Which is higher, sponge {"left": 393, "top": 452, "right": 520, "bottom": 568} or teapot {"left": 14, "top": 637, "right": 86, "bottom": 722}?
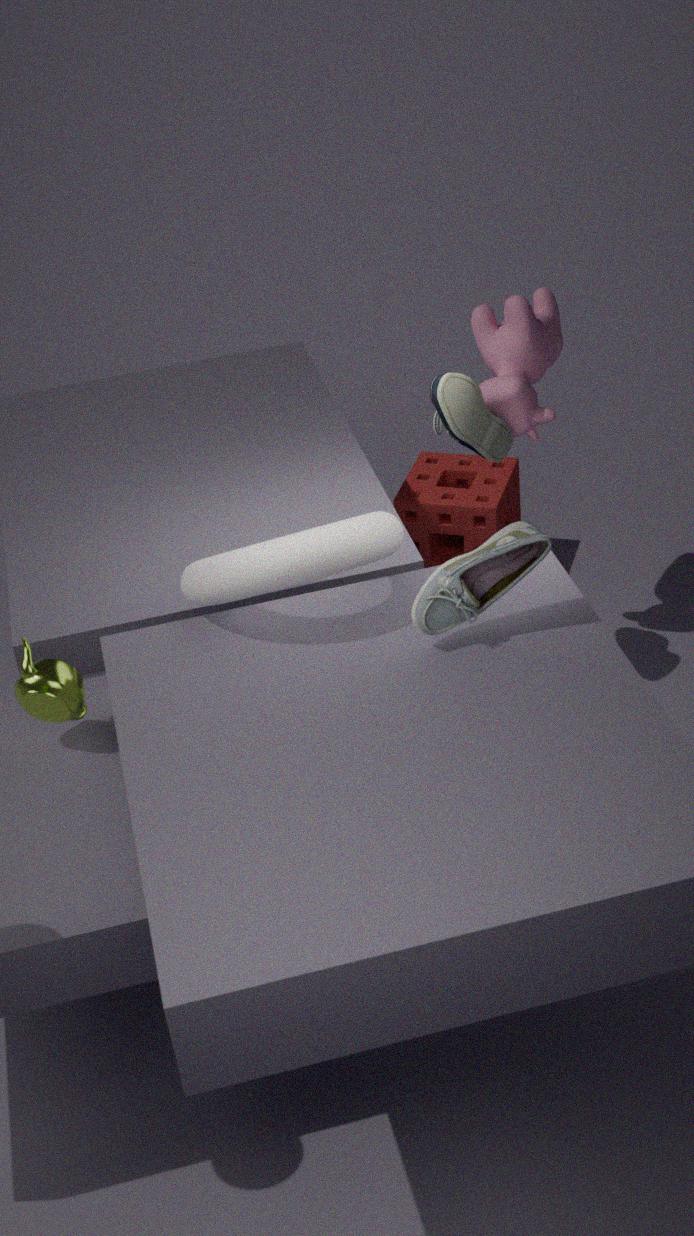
teapot {"left": 14, "top": 637, "right": 86, "bottom": 722}
